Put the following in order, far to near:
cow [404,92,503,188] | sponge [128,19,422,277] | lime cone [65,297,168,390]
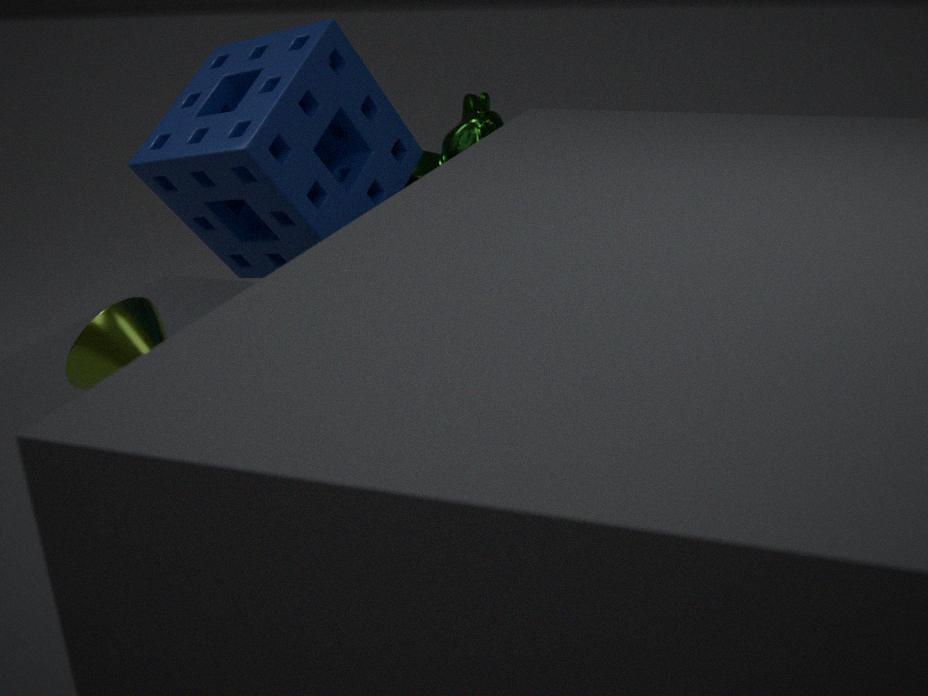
cow [404,92,503,188] → sponge [128,19,422,277] → lime cone [65,297,168,390]
